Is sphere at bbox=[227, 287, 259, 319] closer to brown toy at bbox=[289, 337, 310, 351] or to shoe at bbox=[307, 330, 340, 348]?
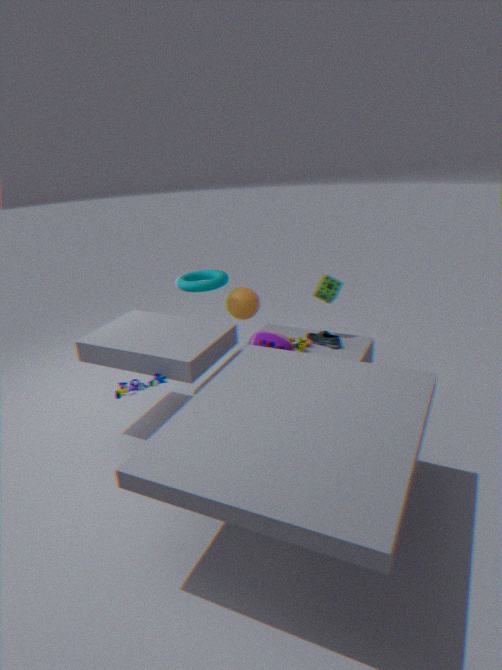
brown toy at bbox=[289, 337, 310, 351]
